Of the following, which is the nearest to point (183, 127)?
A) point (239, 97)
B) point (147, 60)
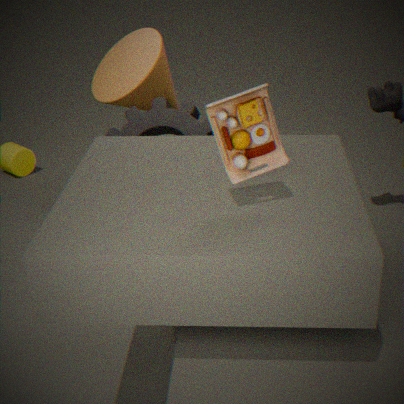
point (147, 60)
